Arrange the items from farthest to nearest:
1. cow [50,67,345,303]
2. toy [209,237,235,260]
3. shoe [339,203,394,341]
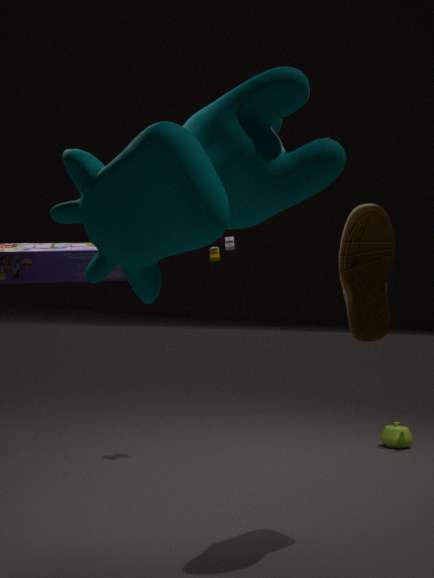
1. toy [209,237,235,260]
2. shoe [339,203,394,341]
3. cow [50,67,345,303]
